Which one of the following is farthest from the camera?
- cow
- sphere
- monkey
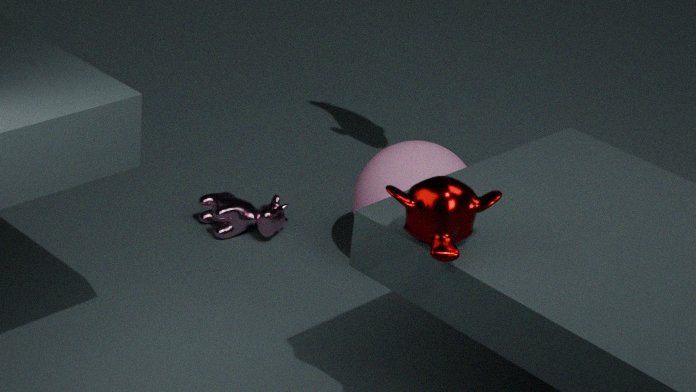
cow
